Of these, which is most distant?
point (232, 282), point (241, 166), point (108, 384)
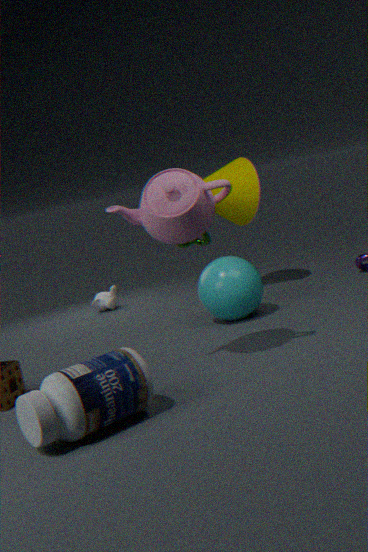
point (241, 166)
